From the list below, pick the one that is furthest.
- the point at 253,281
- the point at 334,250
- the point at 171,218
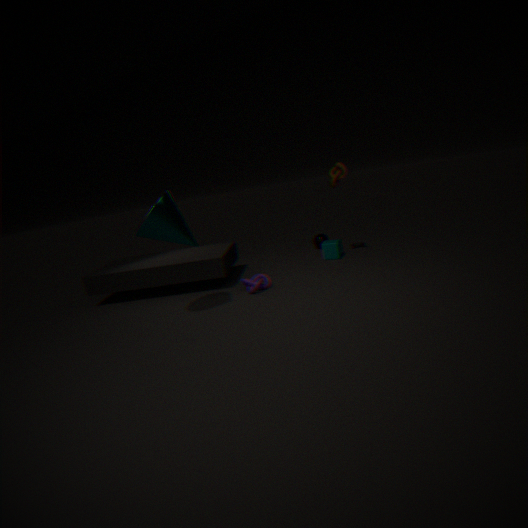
the point at 334,250
